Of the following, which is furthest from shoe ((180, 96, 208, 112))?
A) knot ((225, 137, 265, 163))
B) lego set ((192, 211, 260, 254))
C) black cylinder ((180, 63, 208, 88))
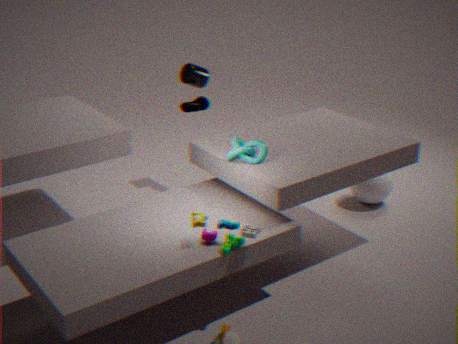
lego set ((192, 211, 260, 254))
